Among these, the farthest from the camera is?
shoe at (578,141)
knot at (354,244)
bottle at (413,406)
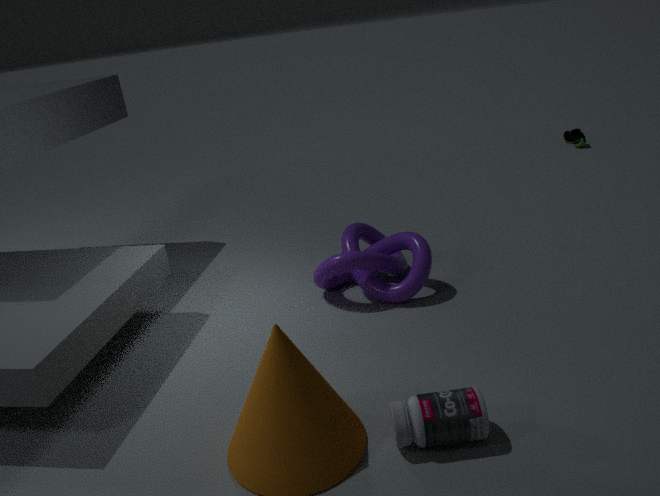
shoe at (578,141)
